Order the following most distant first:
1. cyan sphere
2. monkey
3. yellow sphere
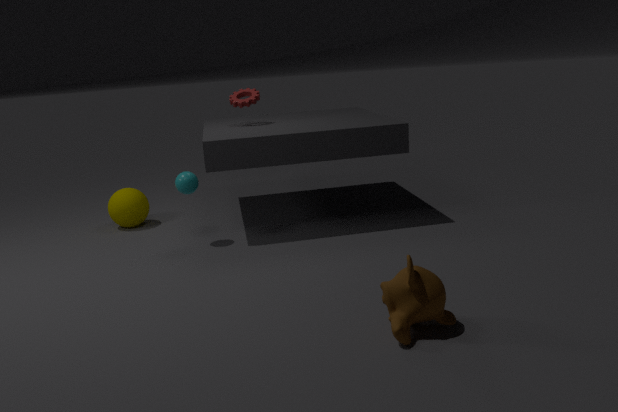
yellow sphere → cyan sphere → monkey
